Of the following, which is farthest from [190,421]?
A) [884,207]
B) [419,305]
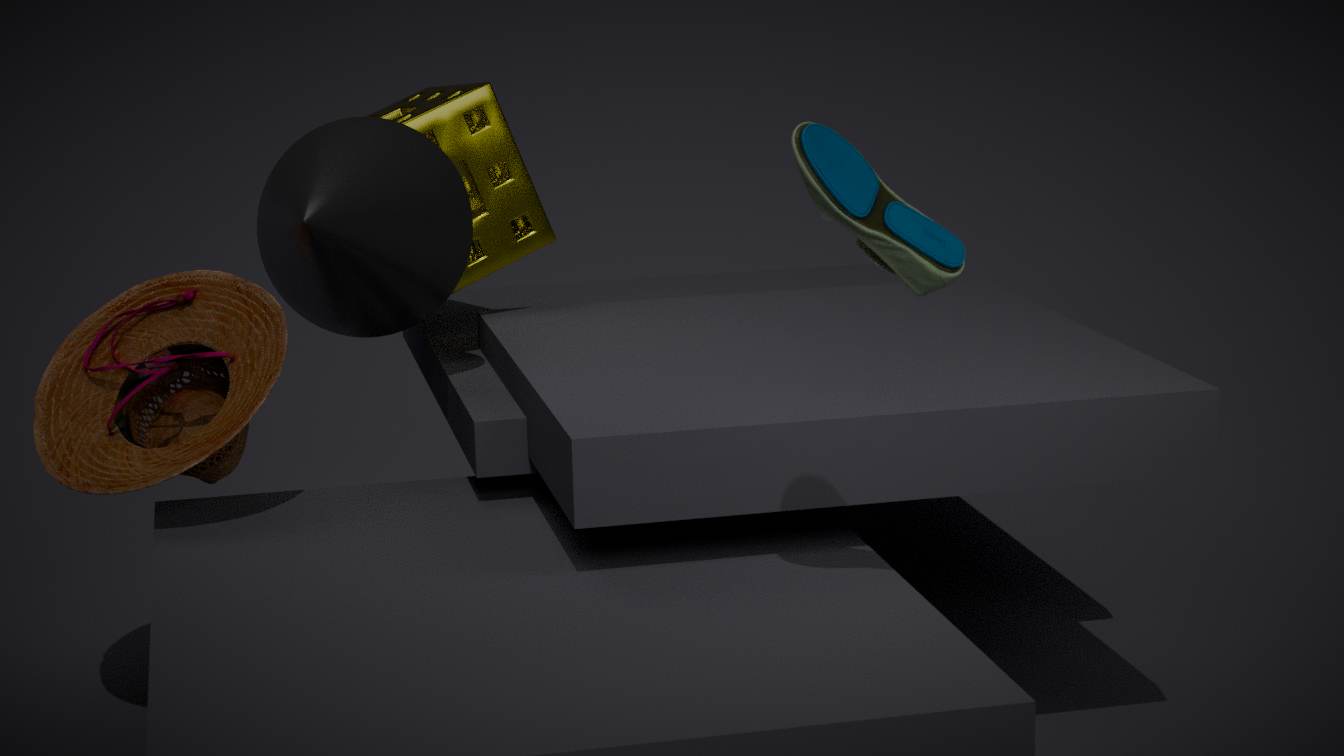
[884,207]
